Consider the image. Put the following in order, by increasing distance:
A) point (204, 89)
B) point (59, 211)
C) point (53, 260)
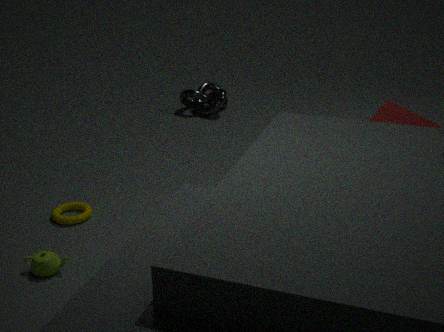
1. point (53, 260)
2. point (59, 211)
3. point (204, 89)
